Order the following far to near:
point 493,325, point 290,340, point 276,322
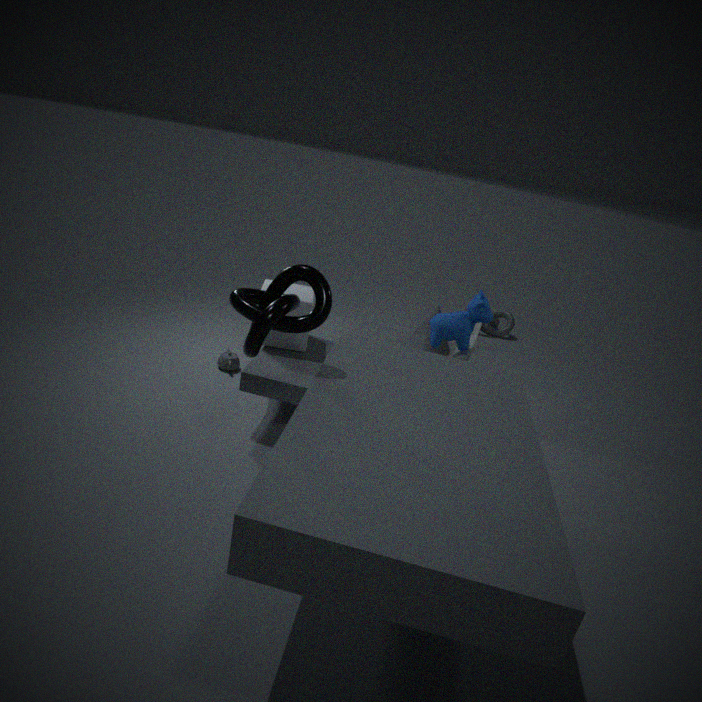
1. point 493,325
2. point 290,340
3. point 276,322
